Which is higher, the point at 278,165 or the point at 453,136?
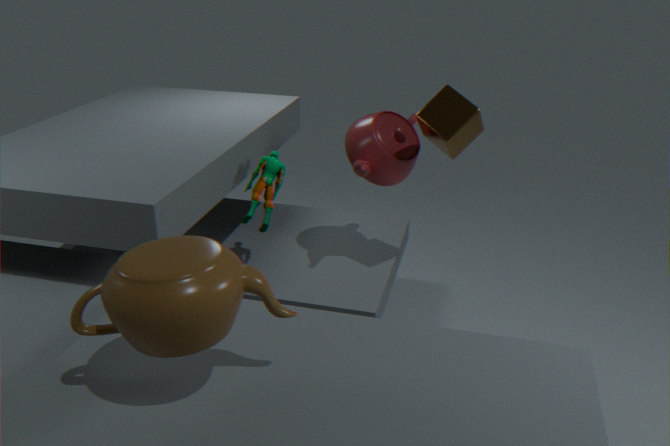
the point at 453,136
